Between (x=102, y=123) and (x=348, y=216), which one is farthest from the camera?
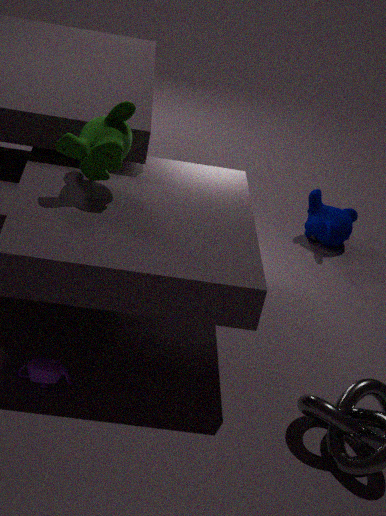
(x=348, y=216)
